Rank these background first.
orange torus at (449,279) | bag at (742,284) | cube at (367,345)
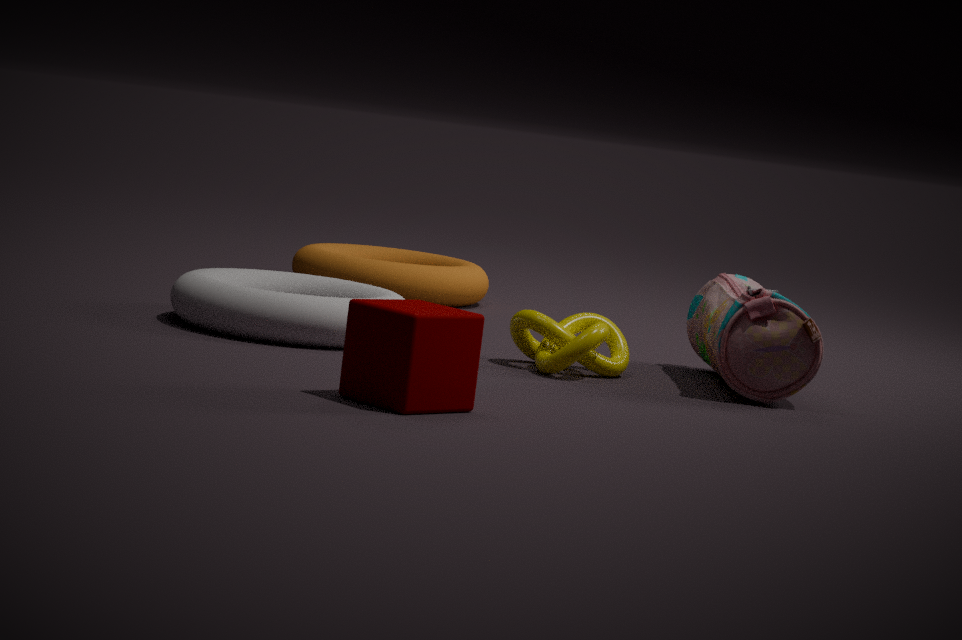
1. orange torus at (449,279)
2. bag at (742,284)
3. cube at (367,345)
